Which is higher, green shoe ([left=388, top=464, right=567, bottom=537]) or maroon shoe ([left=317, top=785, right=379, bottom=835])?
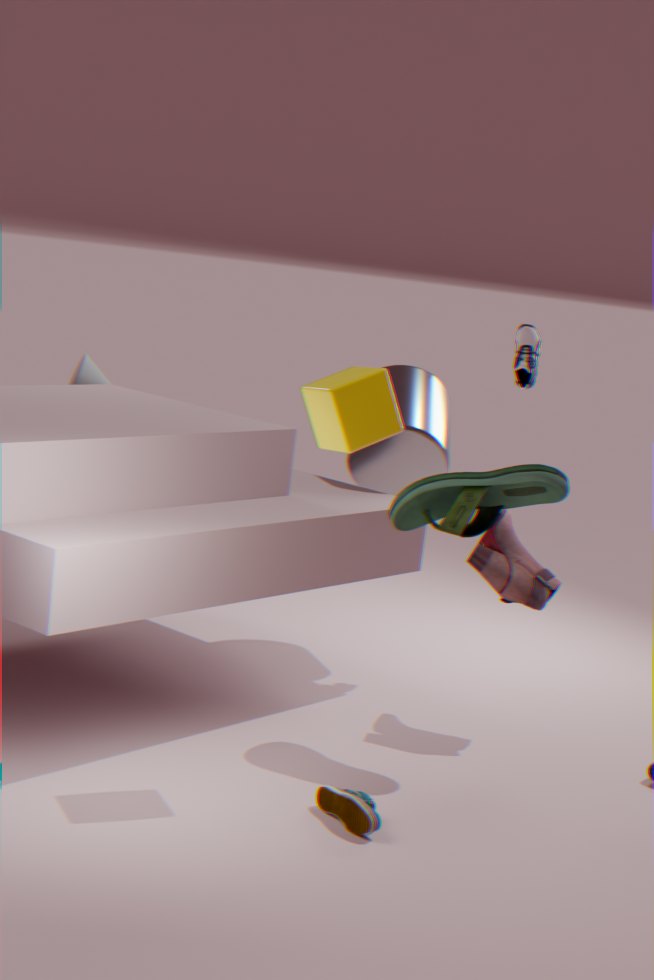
green shoe ([left=388, top=464, right=567, bottom=537])
